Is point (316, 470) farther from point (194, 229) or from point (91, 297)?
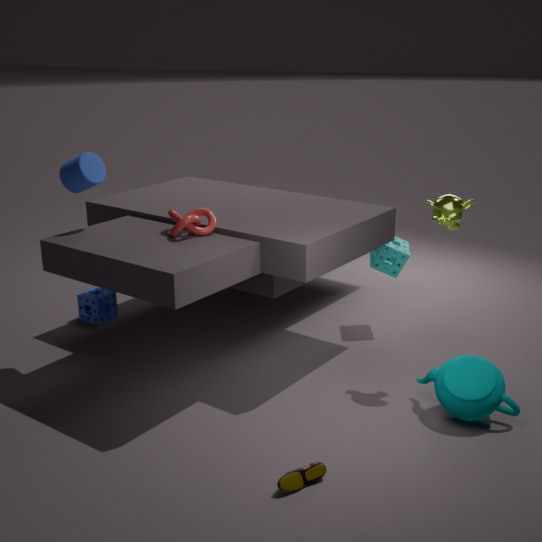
point (91, 297)
